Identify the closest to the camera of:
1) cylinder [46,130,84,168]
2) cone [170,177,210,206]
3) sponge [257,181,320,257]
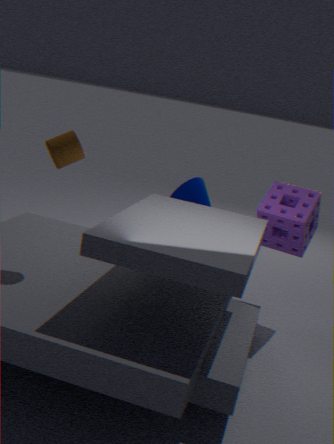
1. cylinder [46,130,84,168]
